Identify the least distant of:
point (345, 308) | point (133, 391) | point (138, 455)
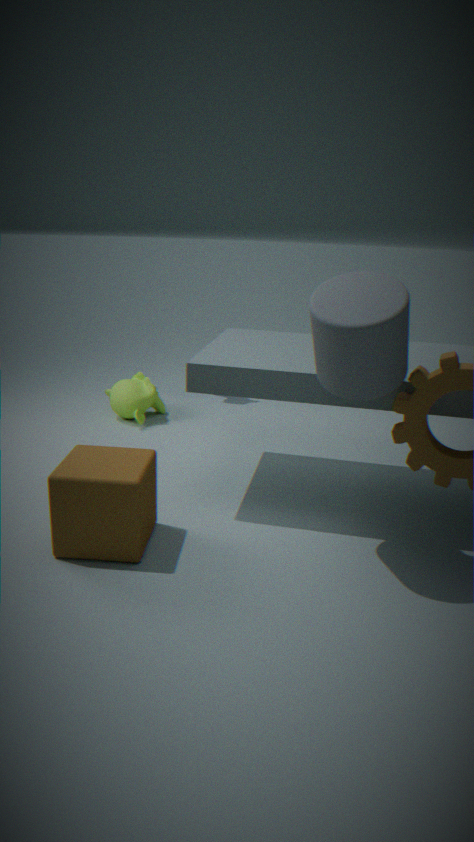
point (345, 308)
